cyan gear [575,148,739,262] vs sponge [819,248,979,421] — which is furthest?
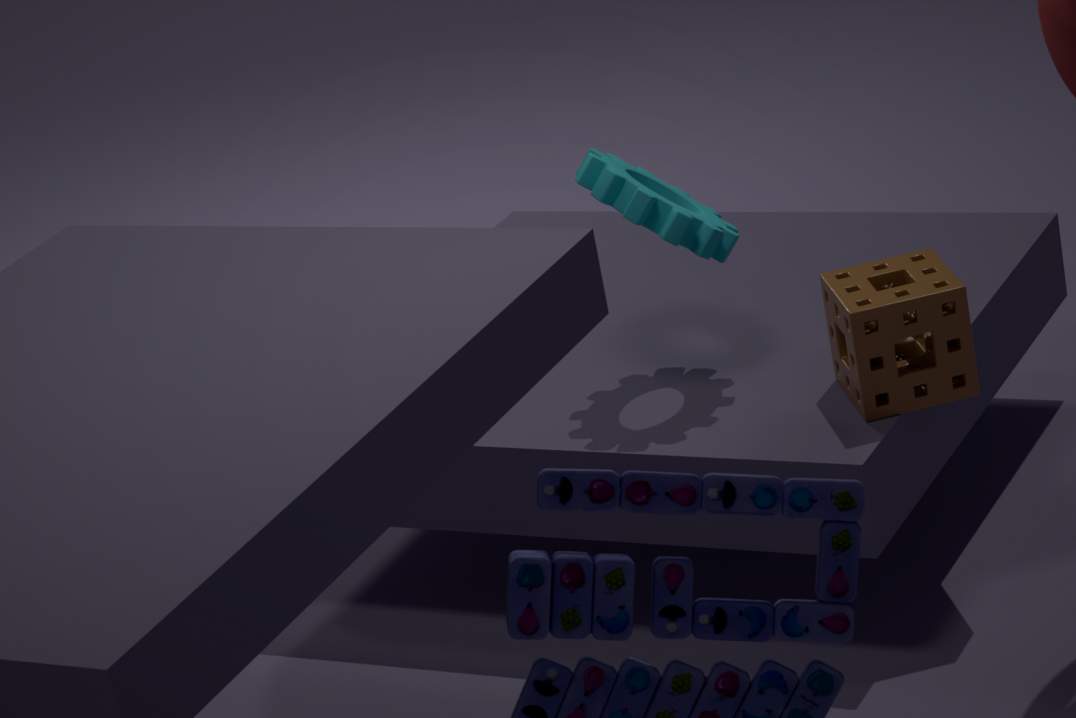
cyan gear [575,148,739,262]
